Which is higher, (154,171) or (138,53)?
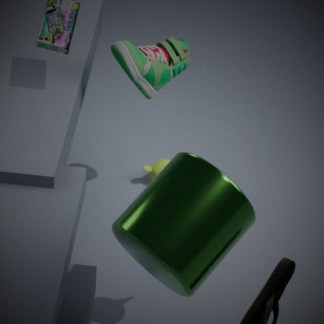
(138,53)
